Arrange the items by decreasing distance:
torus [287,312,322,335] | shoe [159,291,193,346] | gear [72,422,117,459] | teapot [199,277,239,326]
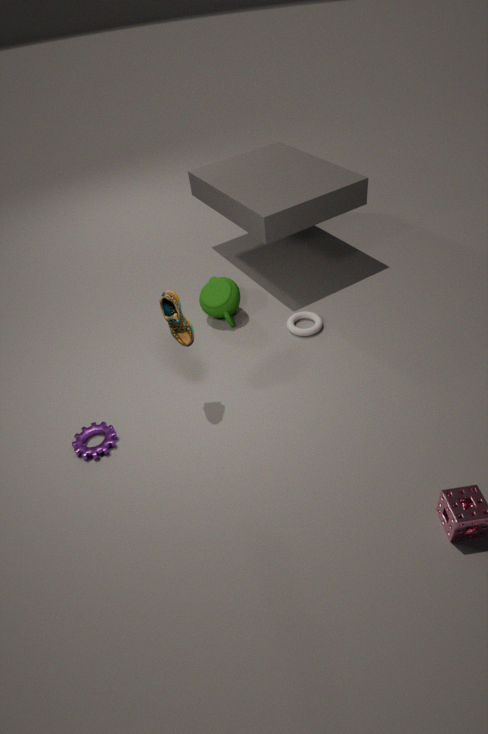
teapot [199,277,239,326] < torus [287,312,322,335] < gear [72,422,117,459] < shoe [159,291,193,346]
